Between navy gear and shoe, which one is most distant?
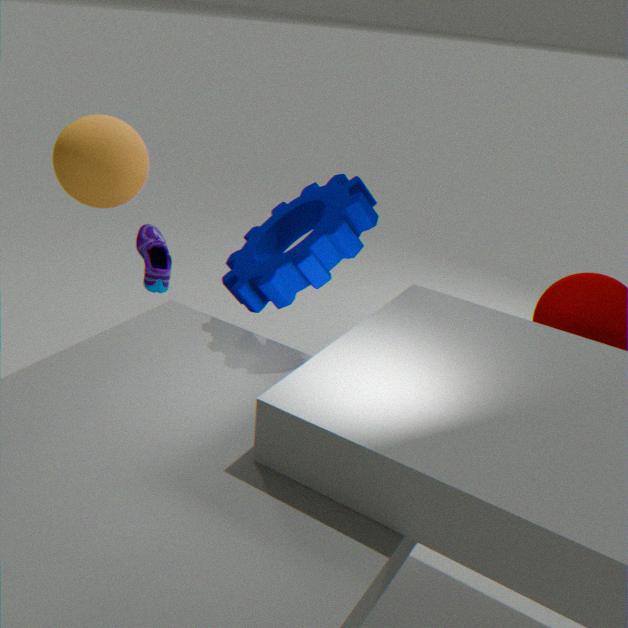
shoe
